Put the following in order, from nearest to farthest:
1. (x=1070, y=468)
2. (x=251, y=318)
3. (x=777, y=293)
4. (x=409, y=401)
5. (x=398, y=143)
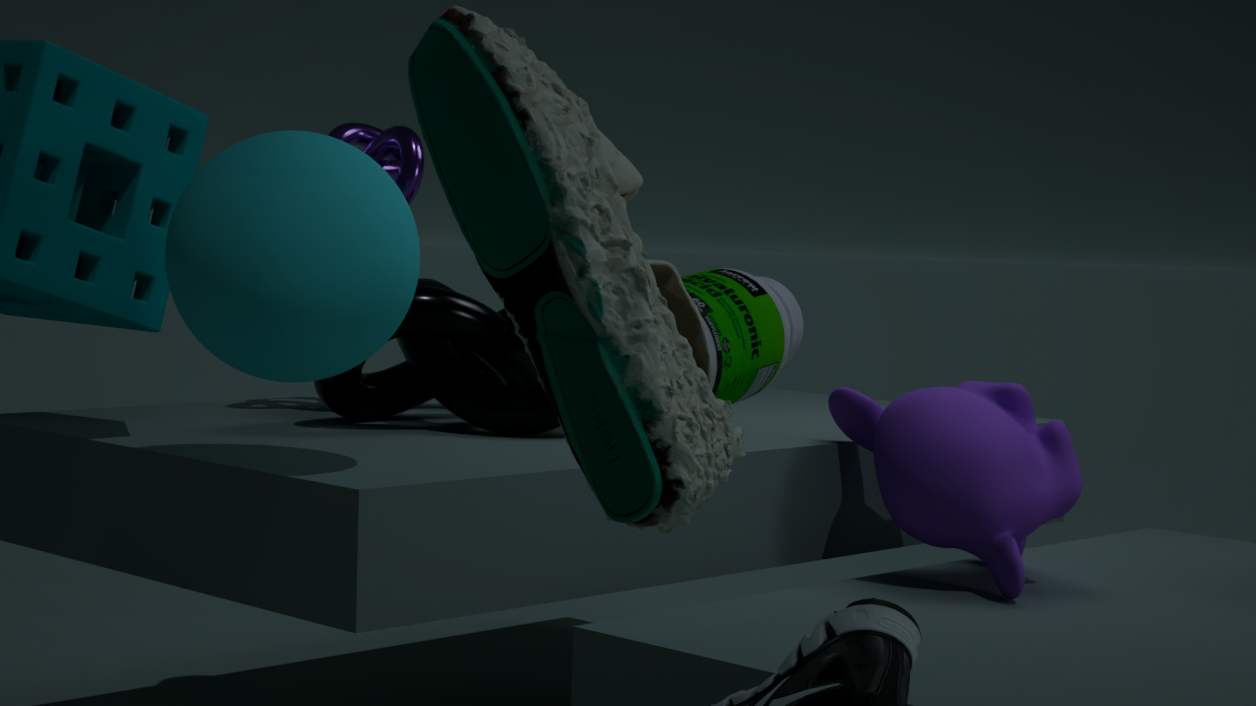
(x=777, y=293), (x=251, y=318), (x=1070, y=468), (x=398, y=143), (x=409, y=401)
